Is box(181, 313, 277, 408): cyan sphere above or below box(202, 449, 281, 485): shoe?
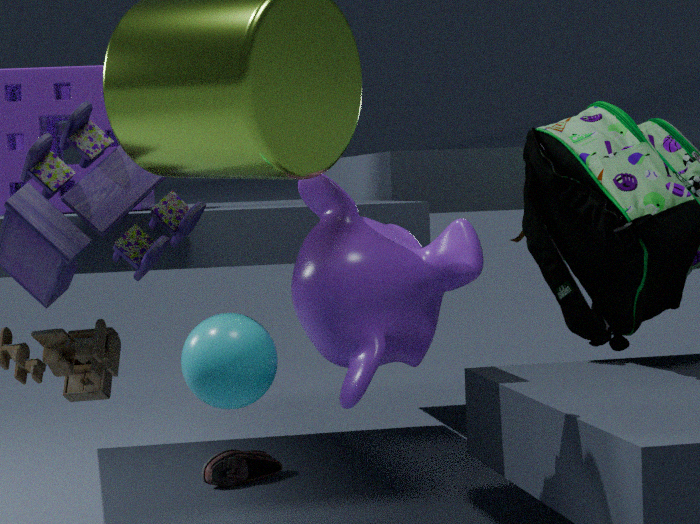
above
